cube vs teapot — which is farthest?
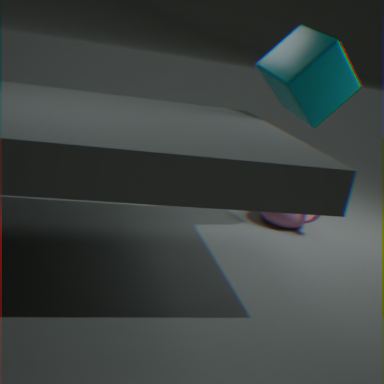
teapot
